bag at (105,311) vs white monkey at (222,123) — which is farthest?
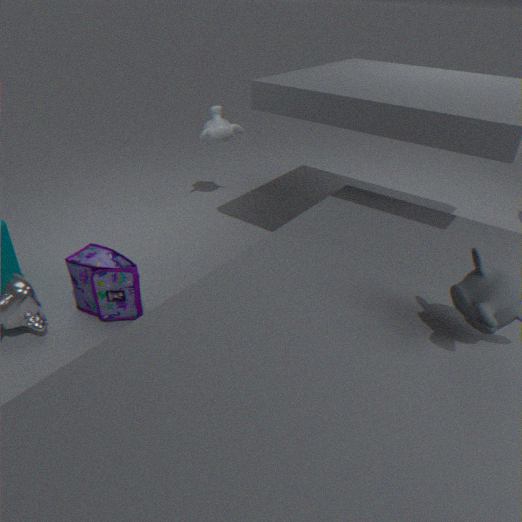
white monkey at (222,123)
